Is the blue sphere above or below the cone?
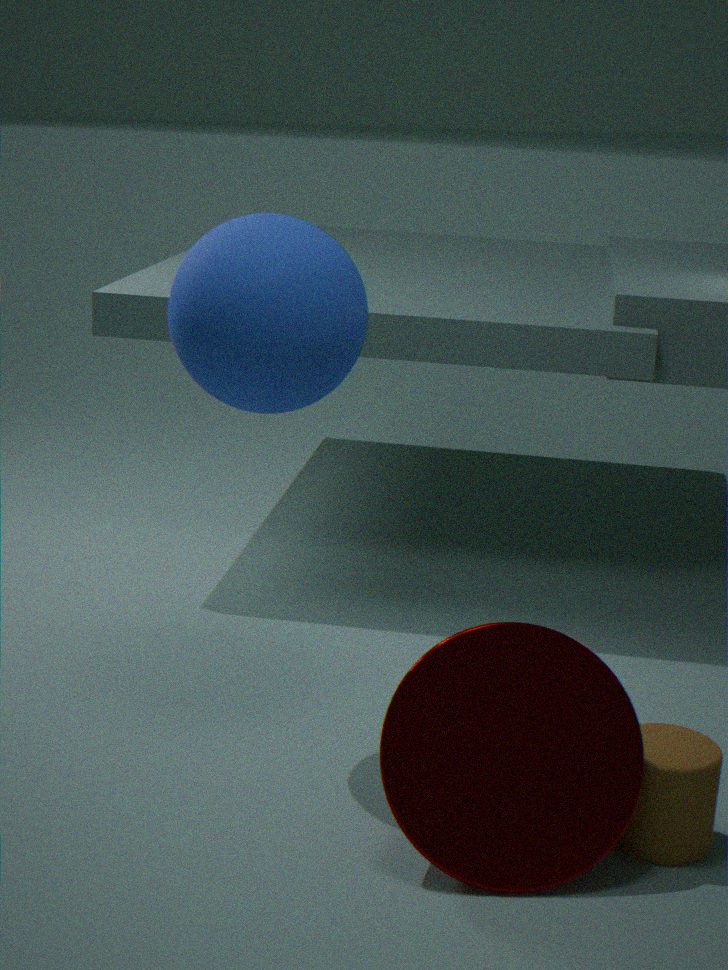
above
